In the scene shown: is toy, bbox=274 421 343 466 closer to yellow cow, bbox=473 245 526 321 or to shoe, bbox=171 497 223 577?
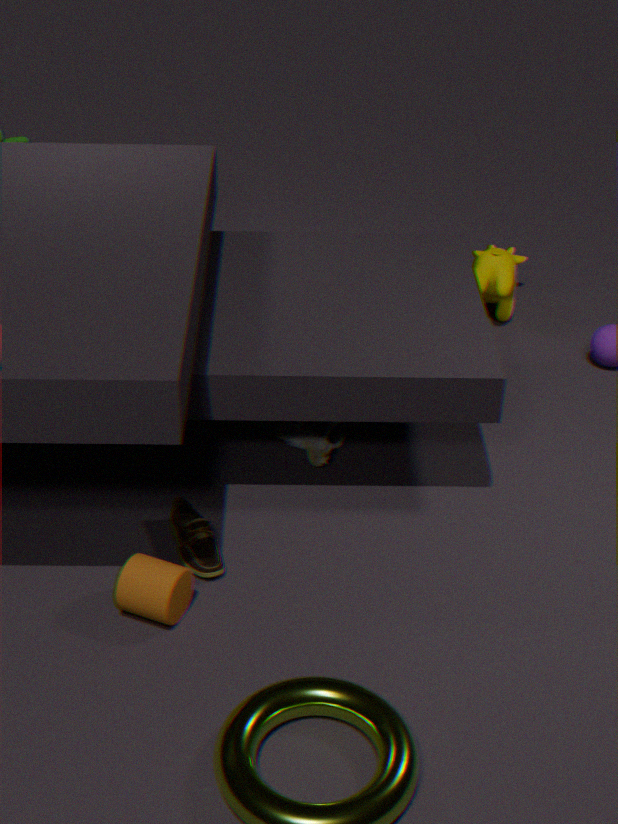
shoe, bbox=171 497 223 577
